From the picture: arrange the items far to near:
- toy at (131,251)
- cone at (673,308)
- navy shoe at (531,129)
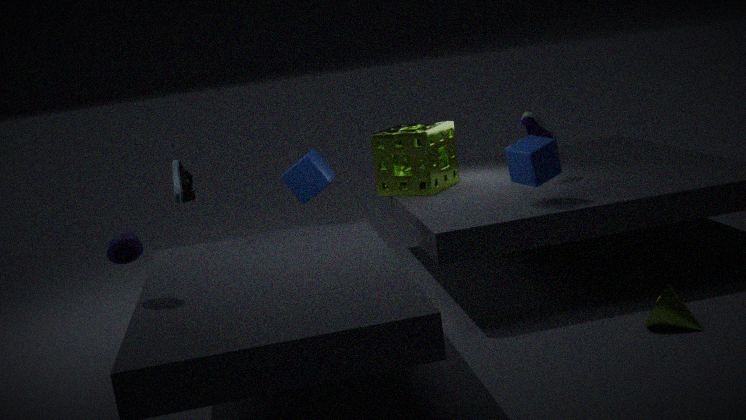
navy shoe at (531,129) < cone at (673,308) < toy at (131,251)
